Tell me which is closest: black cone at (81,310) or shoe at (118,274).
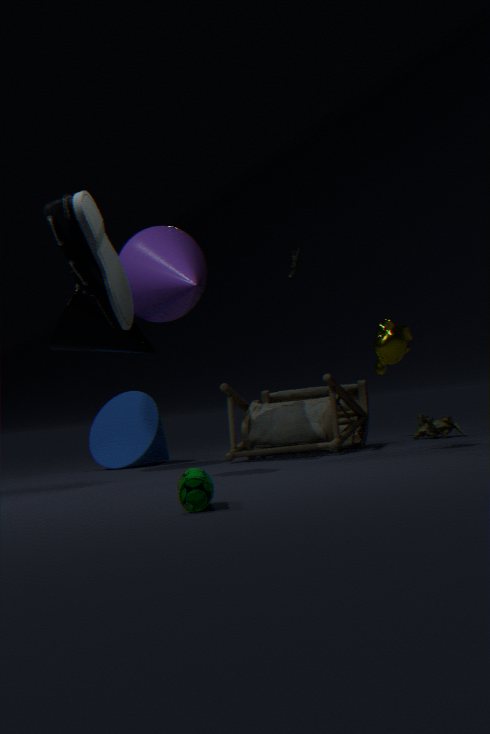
shoe at (118,274)
